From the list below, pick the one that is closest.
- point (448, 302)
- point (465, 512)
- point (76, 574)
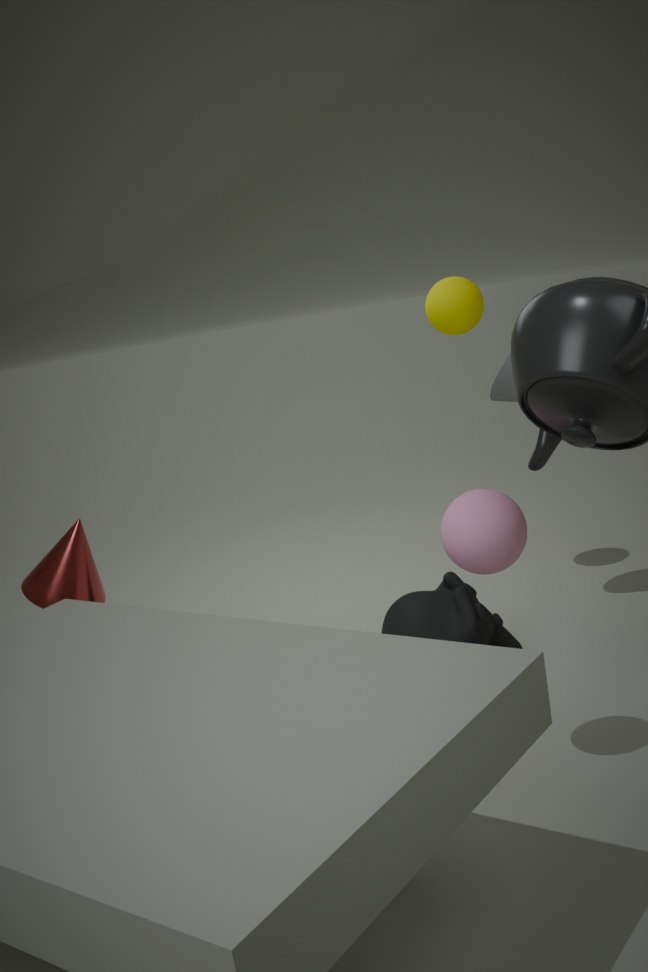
point (465, 512)
